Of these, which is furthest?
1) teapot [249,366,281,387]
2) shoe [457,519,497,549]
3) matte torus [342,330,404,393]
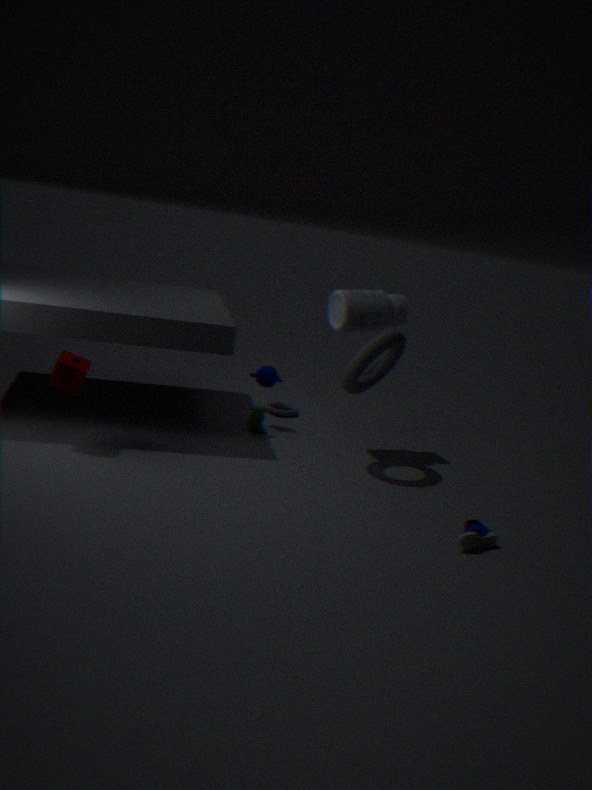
1. teapot [249,366,281,387]
